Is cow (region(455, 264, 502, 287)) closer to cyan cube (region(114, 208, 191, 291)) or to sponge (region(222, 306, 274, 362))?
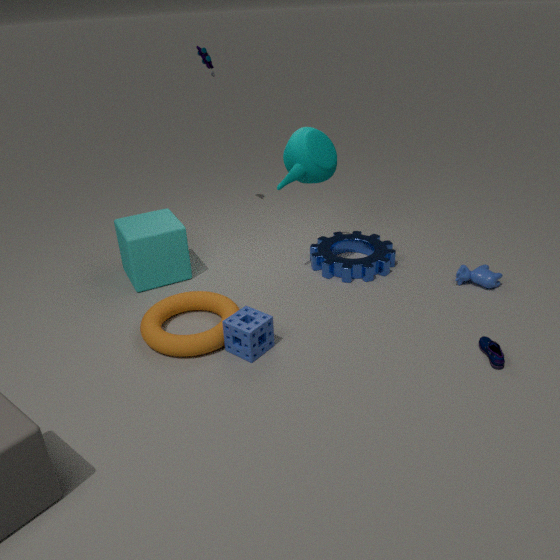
sponge (region(222, 306, 274, 362))
